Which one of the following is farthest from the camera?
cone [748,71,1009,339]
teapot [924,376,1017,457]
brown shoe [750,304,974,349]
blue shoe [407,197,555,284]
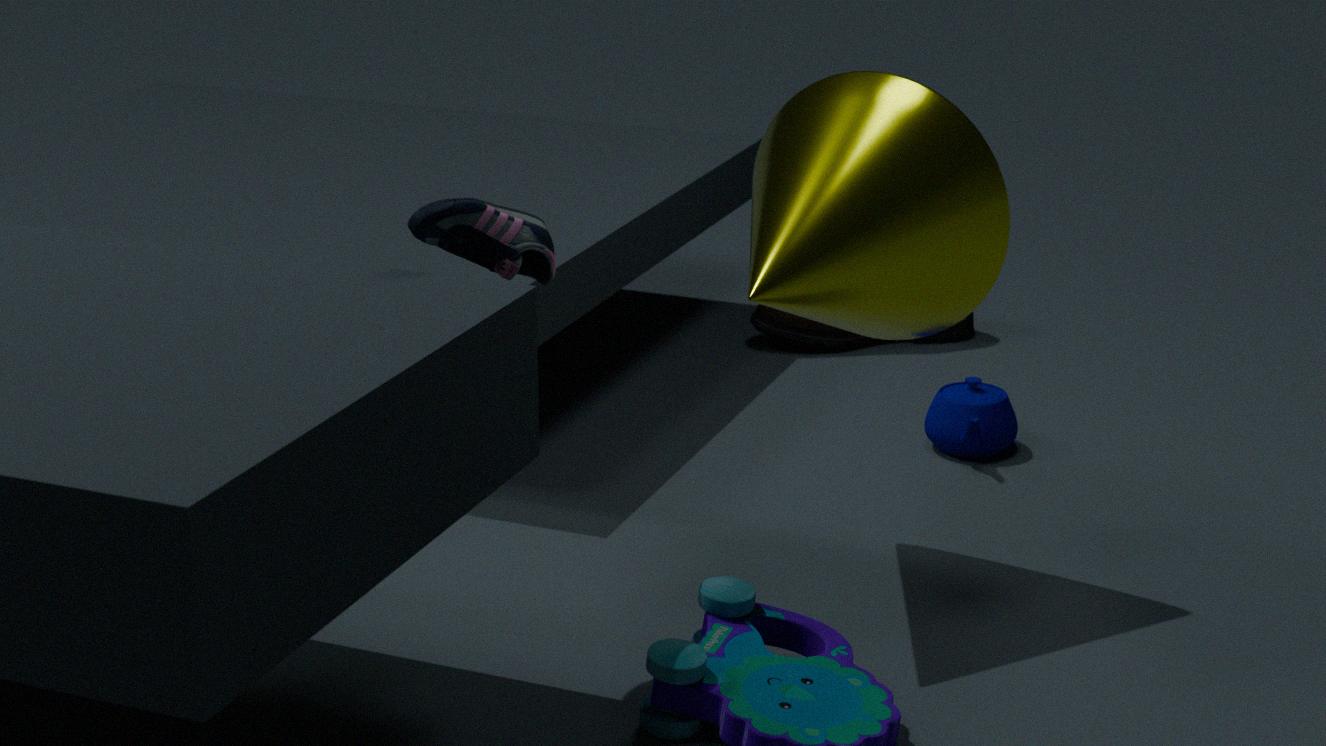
brown shoe [750,304,974,349]
